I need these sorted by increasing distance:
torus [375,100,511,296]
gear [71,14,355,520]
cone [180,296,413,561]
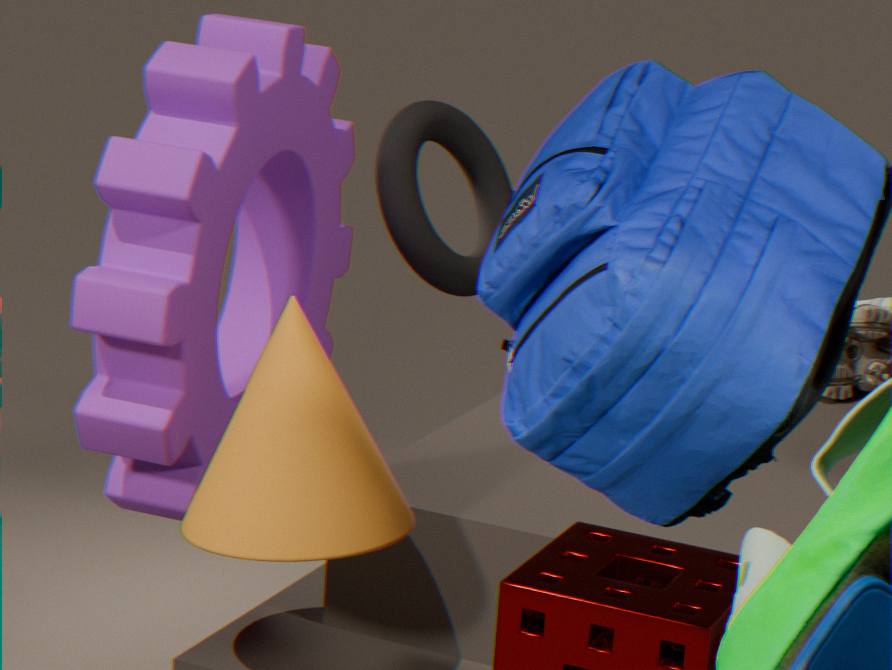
cone [180,296,413,561]
gear [71,14,355,520]
torus [375,100,511,296]
